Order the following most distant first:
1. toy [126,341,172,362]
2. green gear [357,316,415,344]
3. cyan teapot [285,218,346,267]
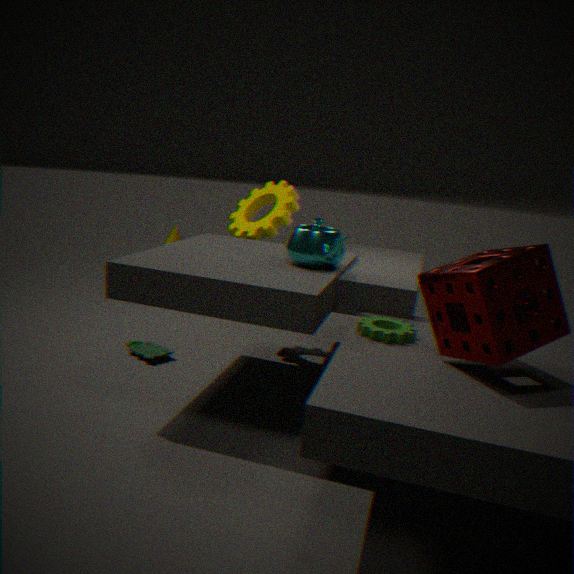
toy [126,341,172,362]
cyan teapot [285,218,346,267]
green gear [357,316,415,344]
